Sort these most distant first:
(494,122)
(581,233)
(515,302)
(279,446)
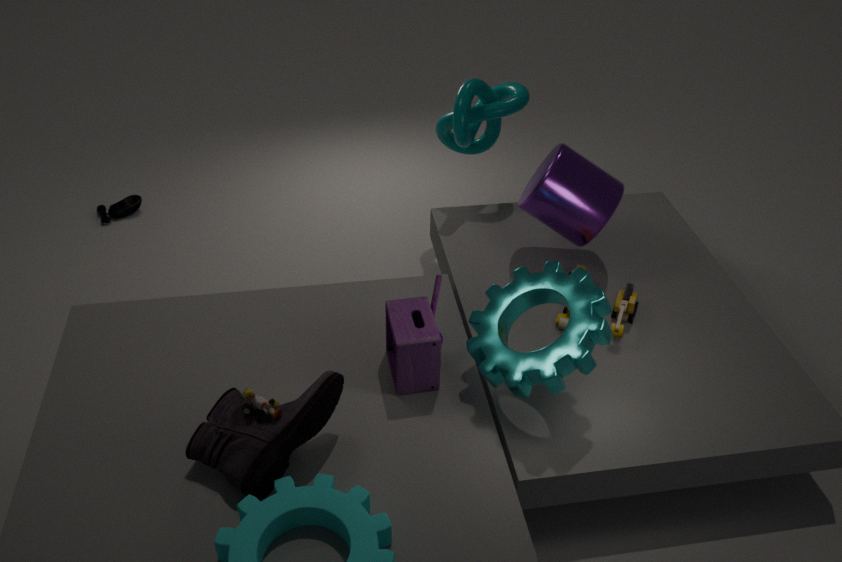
1. (494,122)
2. (581,233)
3. (515,302)
4. (279,446)
